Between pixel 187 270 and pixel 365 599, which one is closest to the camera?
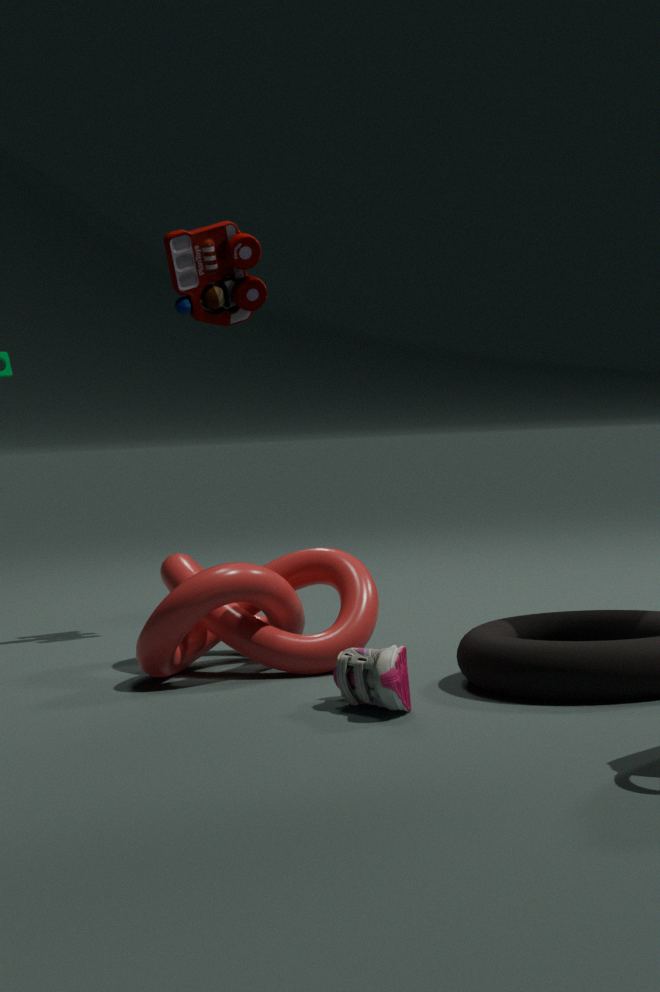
pixel 365 599
